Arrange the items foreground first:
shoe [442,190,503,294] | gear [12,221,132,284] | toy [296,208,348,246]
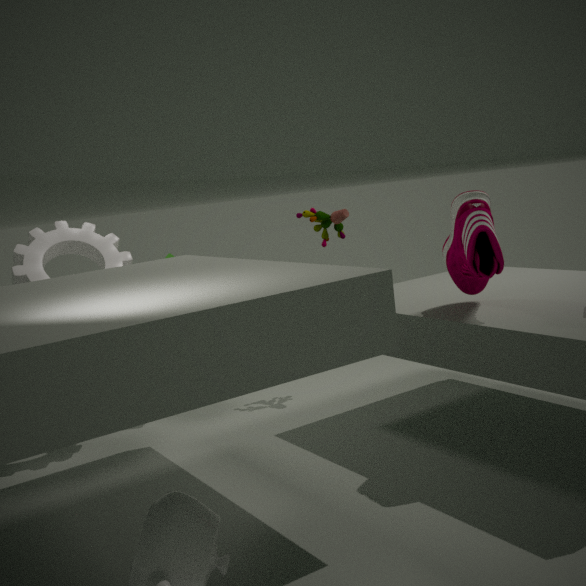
shoe [442,190,503,294] → gear [12,221,132,284] → toy [296,208,348,246]
